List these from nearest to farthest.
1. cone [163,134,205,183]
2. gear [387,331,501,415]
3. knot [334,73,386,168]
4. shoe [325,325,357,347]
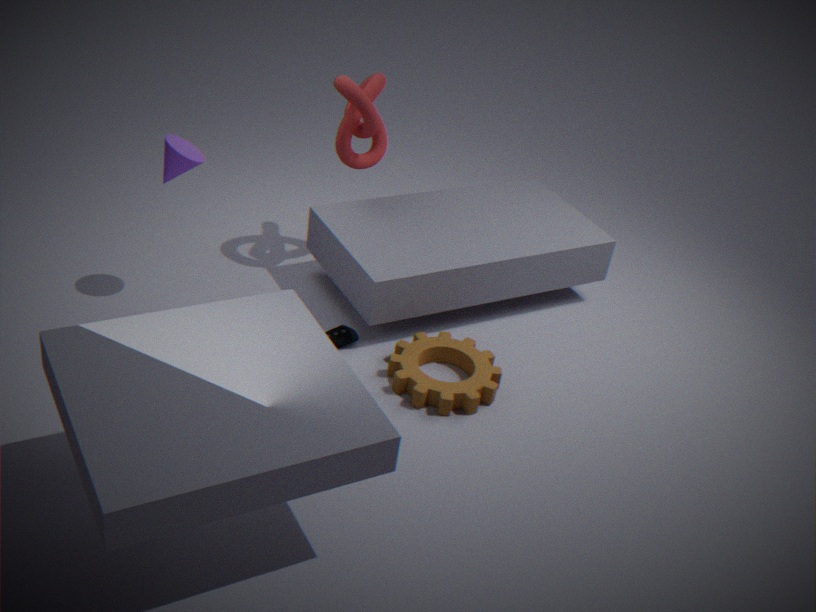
gear [387,331,501,415]
cone [163,134,205,183]
shoe [325,325,357,347]
knot [334,73,386,168]
